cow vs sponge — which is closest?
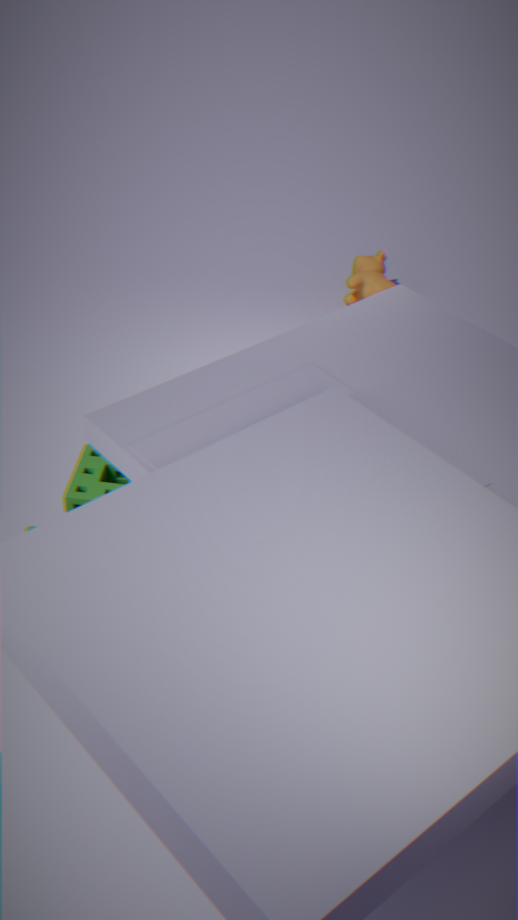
sponge
